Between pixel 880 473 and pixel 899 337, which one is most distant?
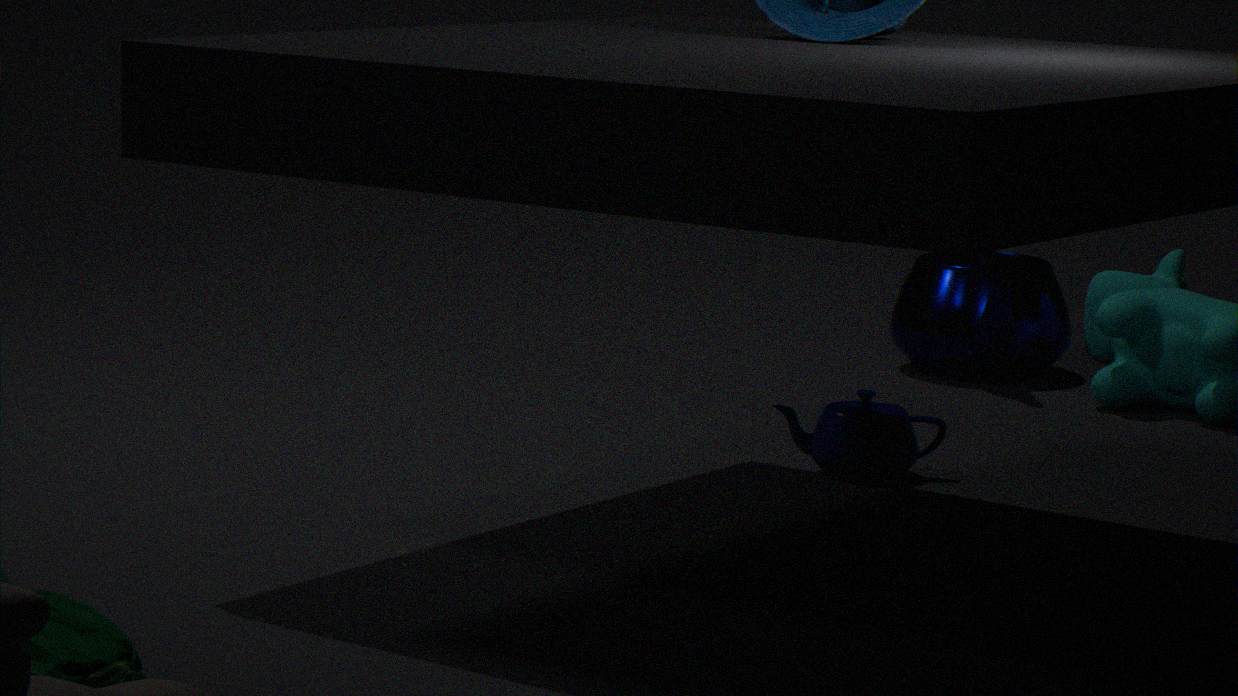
pixel 899 337
